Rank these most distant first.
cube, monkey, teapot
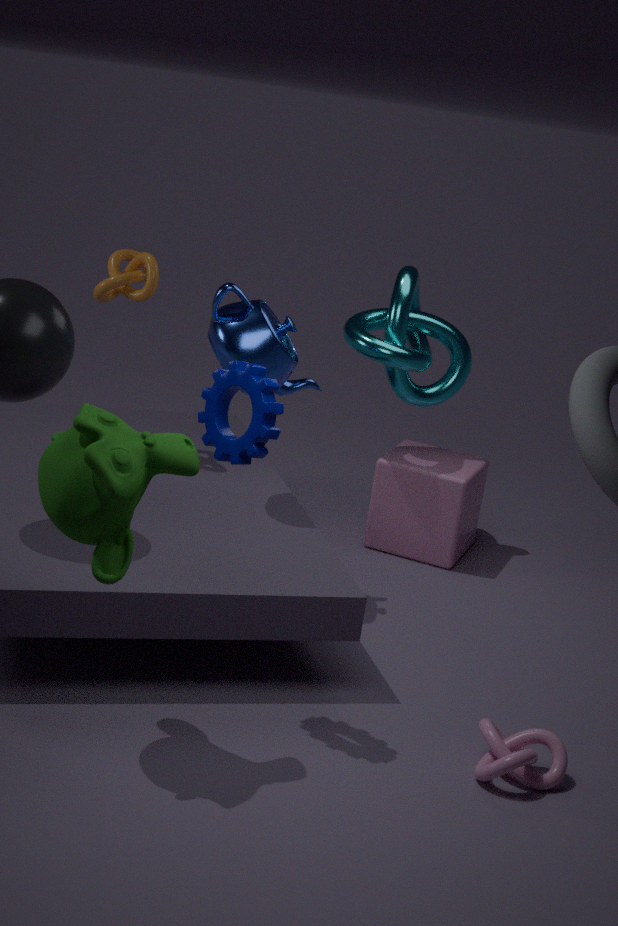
cube → teapot → monkey
